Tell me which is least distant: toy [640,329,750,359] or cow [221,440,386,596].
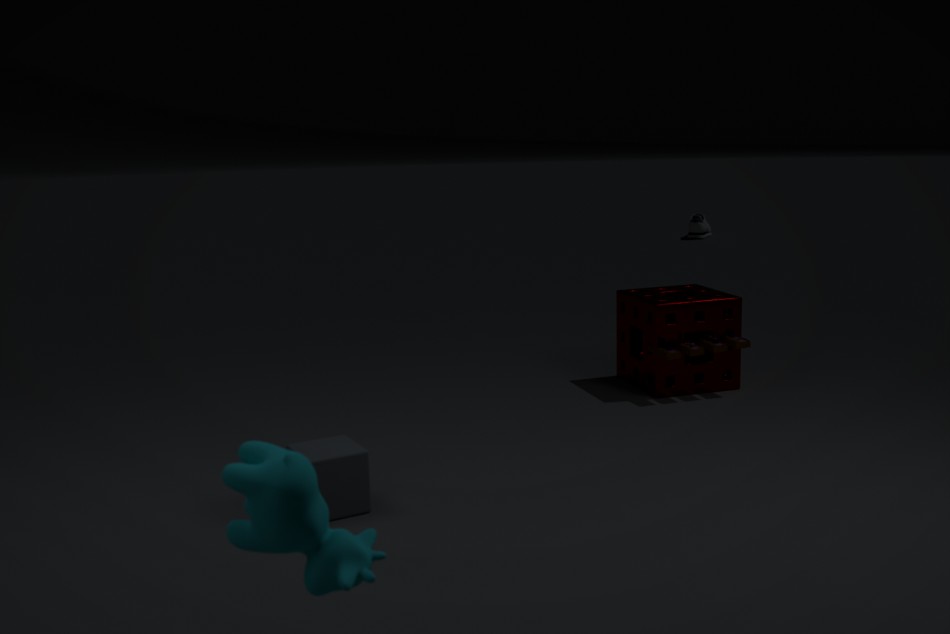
cow [221,440,386,596]
